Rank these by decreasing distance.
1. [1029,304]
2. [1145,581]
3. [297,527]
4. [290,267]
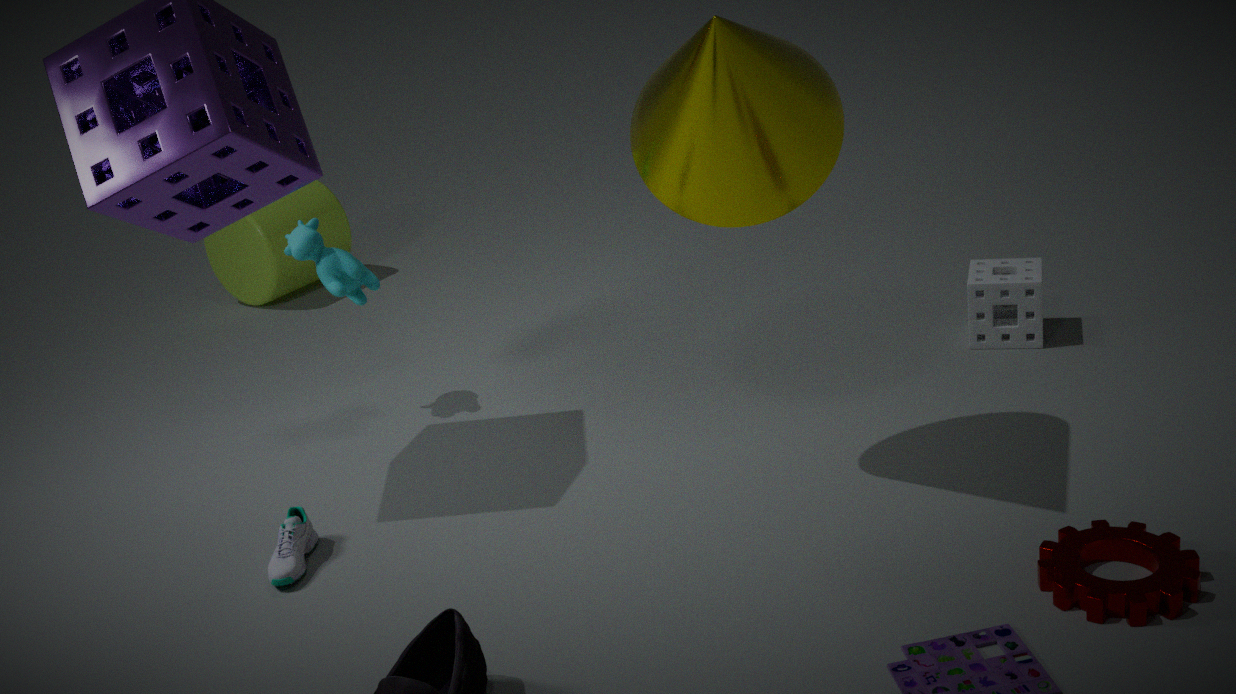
[290,267] < [1029,304] < [297,527] < [1145,581]
